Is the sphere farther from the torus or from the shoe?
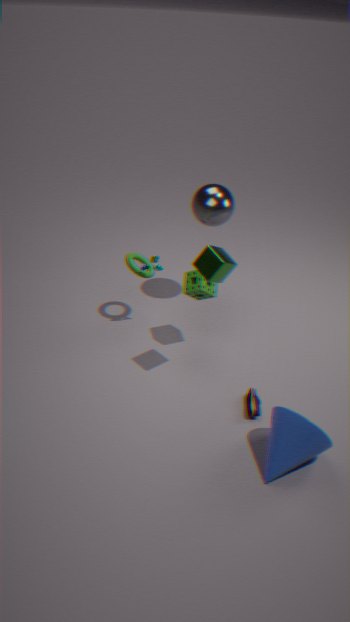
the shoe
